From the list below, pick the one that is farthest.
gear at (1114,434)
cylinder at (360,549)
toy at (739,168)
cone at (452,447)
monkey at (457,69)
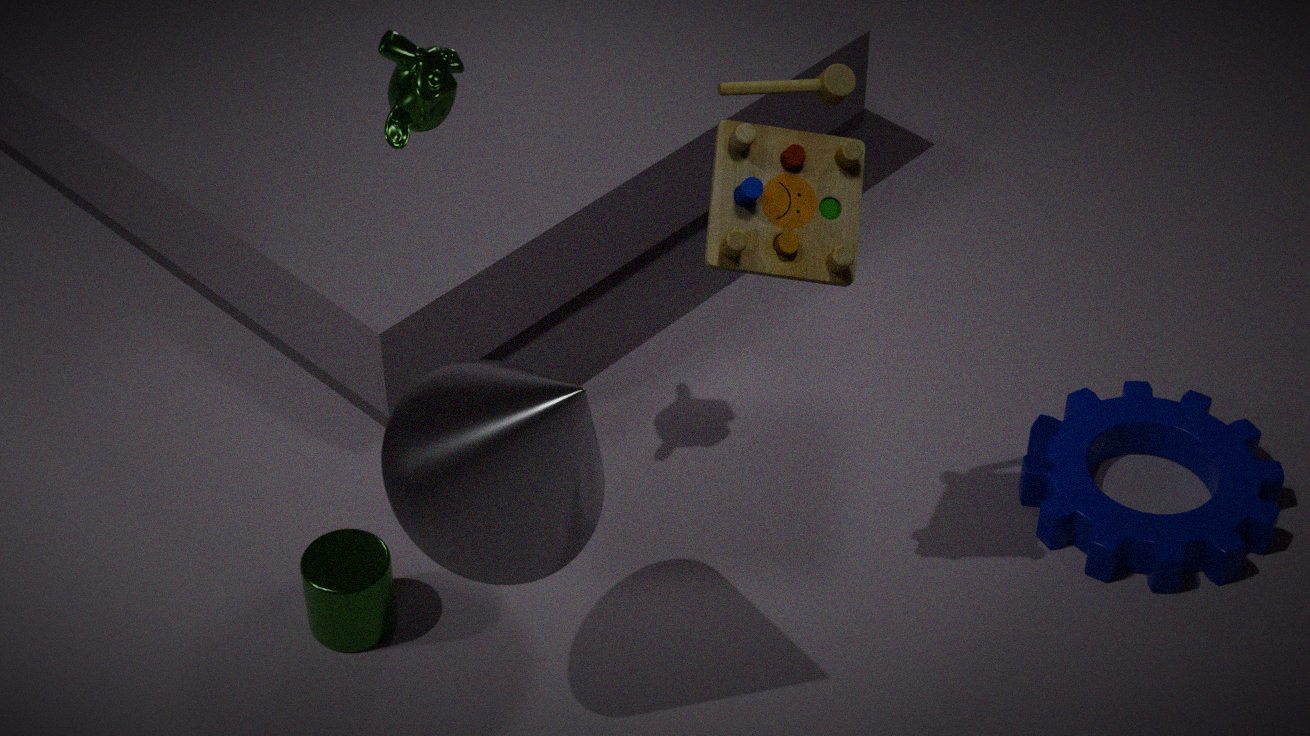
gear at (1114,434)
